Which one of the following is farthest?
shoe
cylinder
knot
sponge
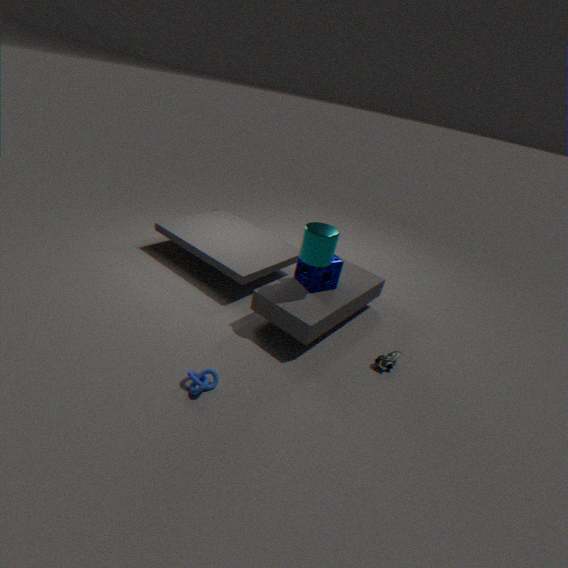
sponge
